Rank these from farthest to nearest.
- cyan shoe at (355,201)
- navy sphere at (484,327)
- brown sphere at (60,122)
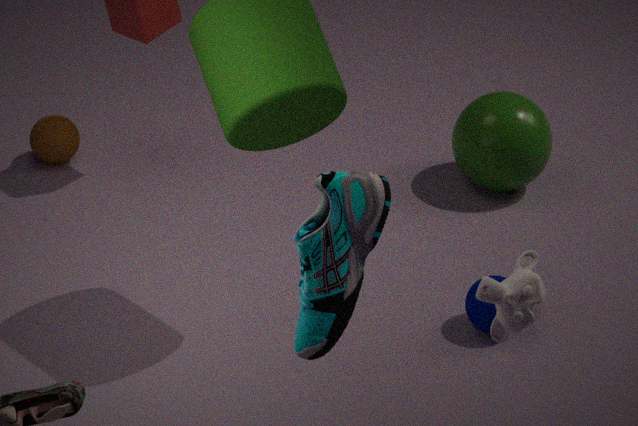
brown sphere at (60,122), navy sphere at (484,327), cyan shoe at (355,201)
